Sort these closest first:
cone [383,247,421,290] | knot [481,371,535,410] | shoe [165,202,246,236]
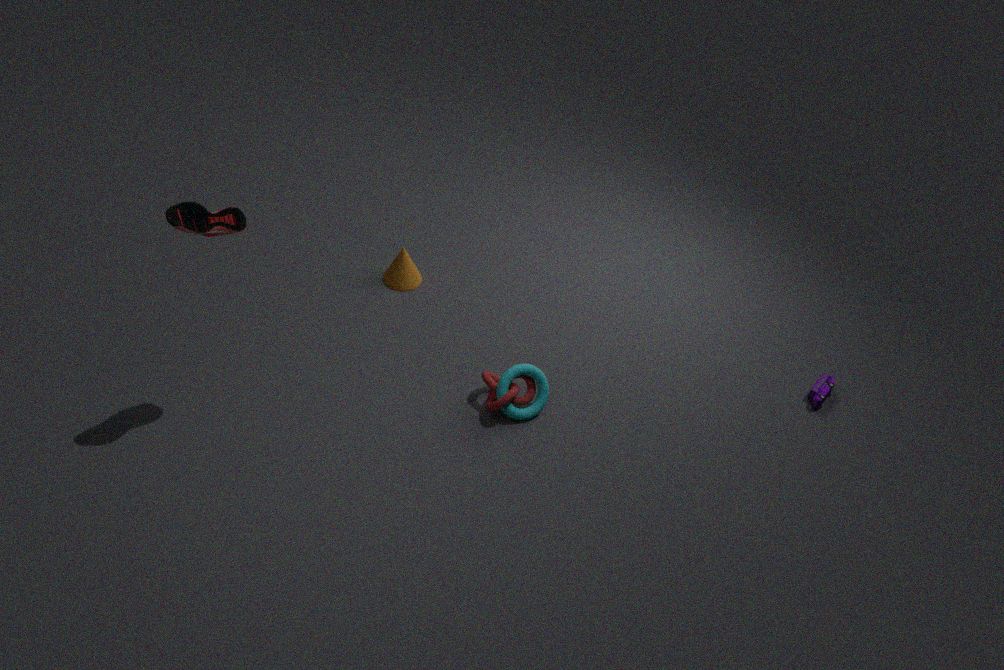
shoe [165,202,246,236] < knot [481,371,535,410] < cone [383,247,421,290]
